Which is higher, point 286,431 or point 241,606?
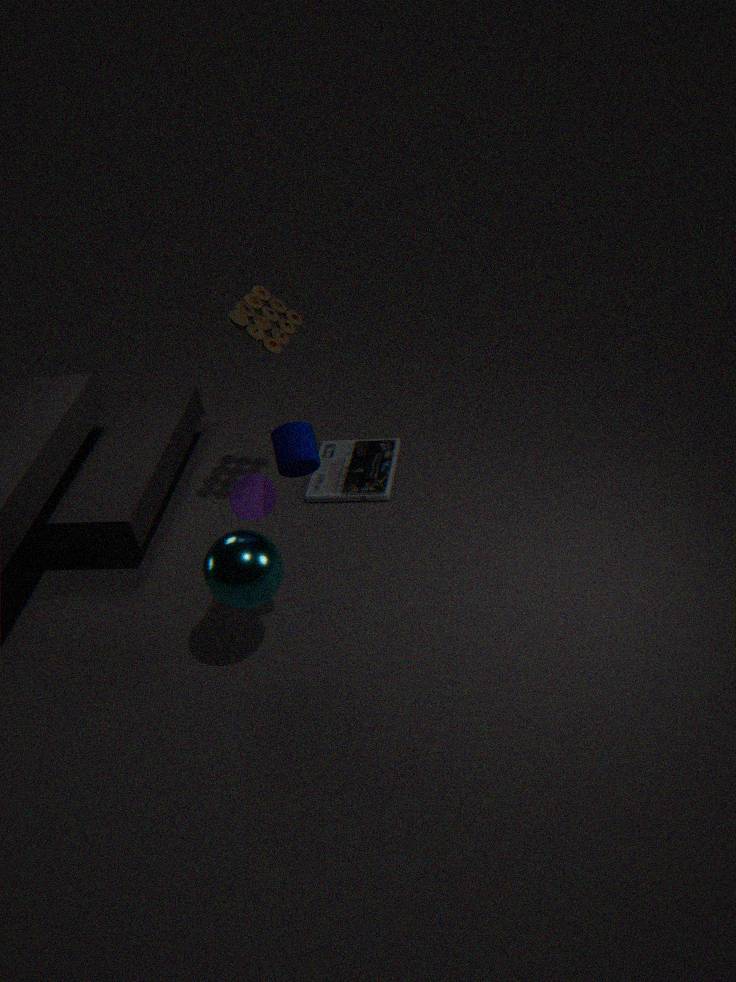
point 286,431
